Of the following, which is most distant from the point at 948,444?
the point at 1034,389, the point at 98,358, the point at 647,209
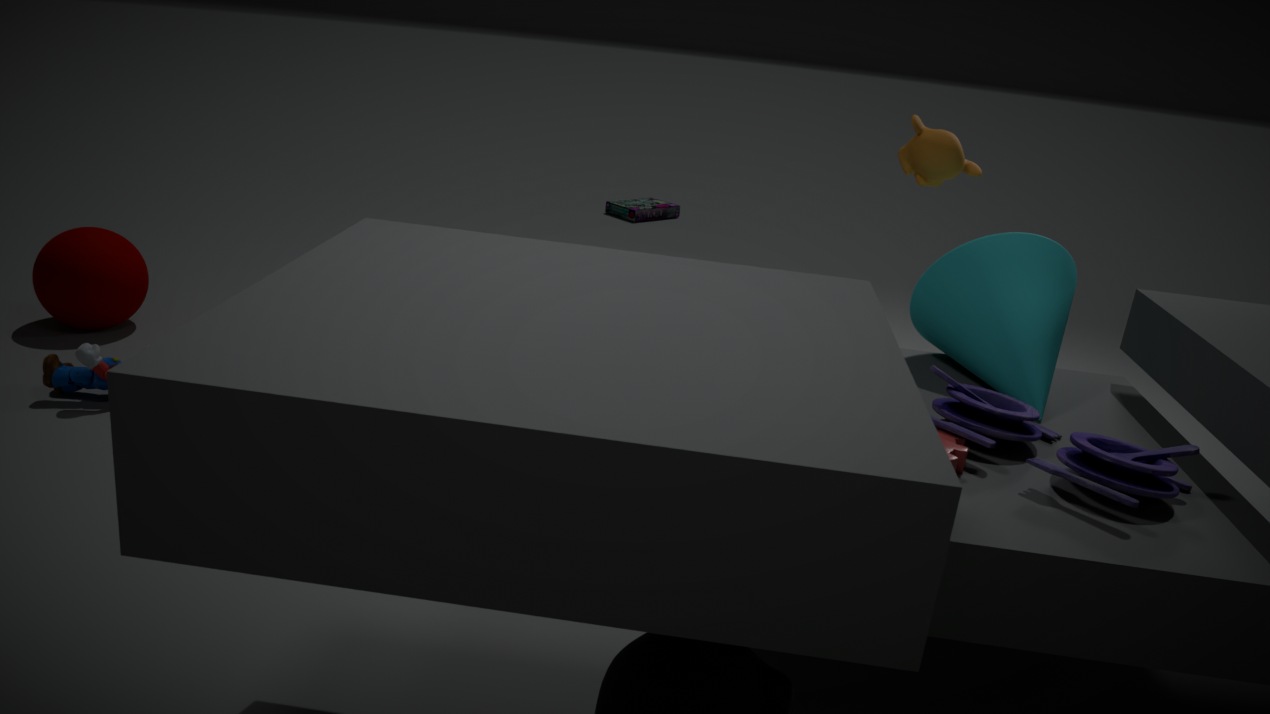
the point at 647,209
